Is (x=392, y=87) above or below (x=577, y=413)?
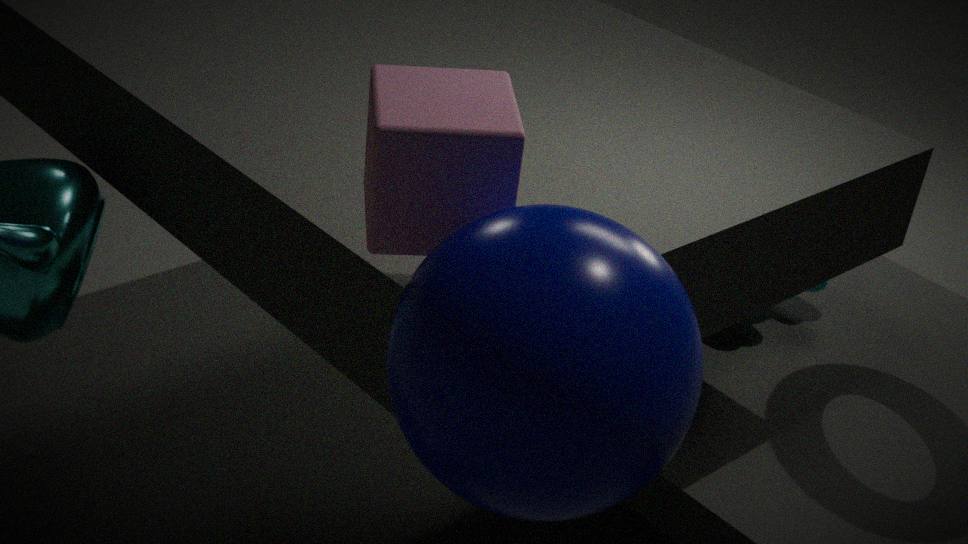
above
